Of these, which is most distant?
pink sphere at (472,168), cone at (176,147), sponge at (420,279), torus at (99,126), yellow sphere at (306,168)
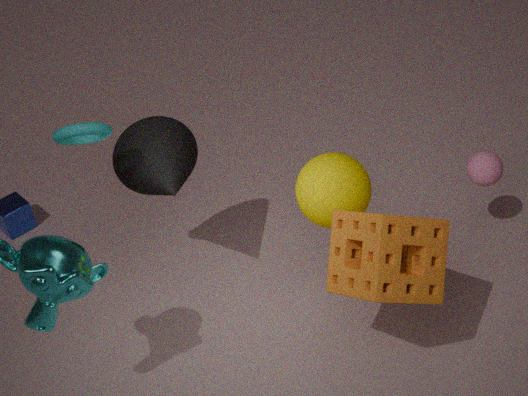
pink sphere at (472,168)
